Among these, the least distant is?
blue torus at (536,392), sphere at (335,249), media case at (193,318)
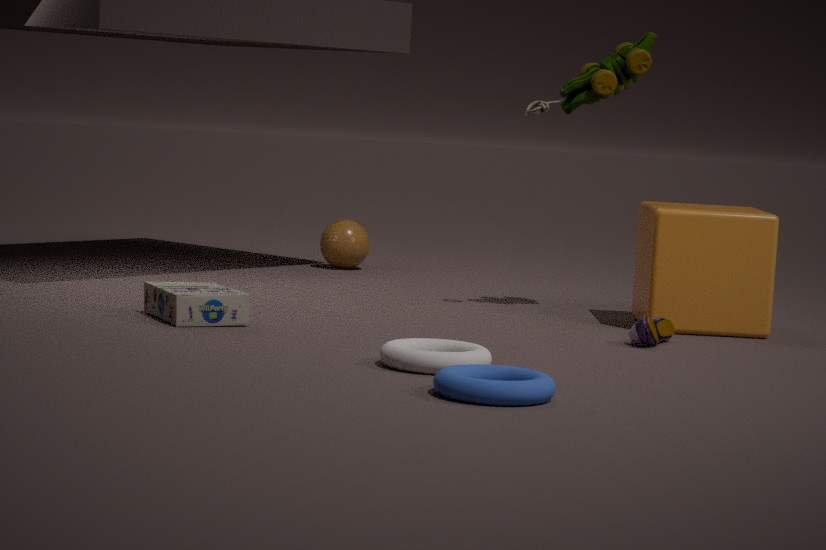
blue torus at (536,392)
